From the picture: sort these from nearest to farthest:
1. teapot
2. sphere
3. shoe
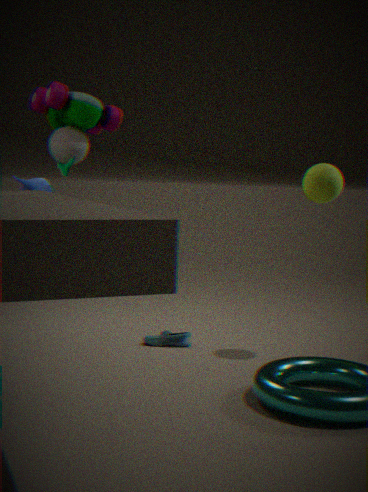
1. teapot
2. sphere
3. shoe
